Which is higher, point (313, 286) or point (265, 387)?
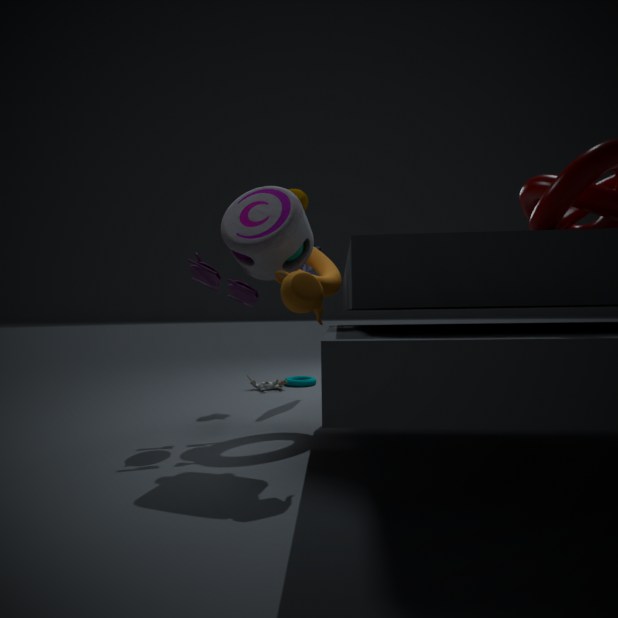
point (313, 286)
